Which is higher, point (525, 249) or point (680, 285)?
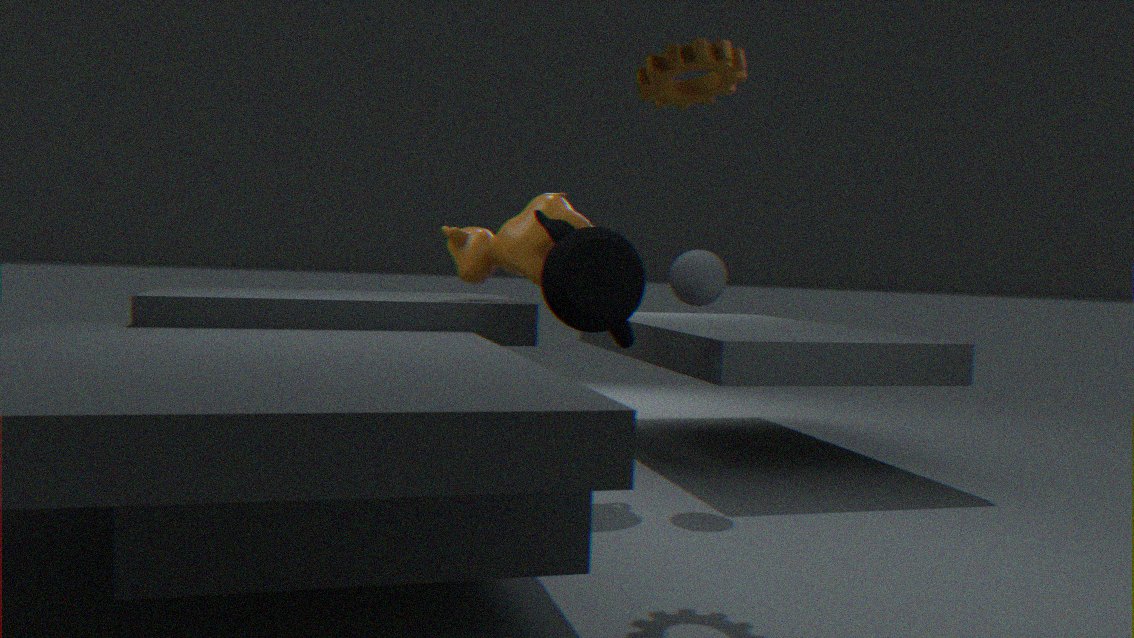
point (525, 249)
